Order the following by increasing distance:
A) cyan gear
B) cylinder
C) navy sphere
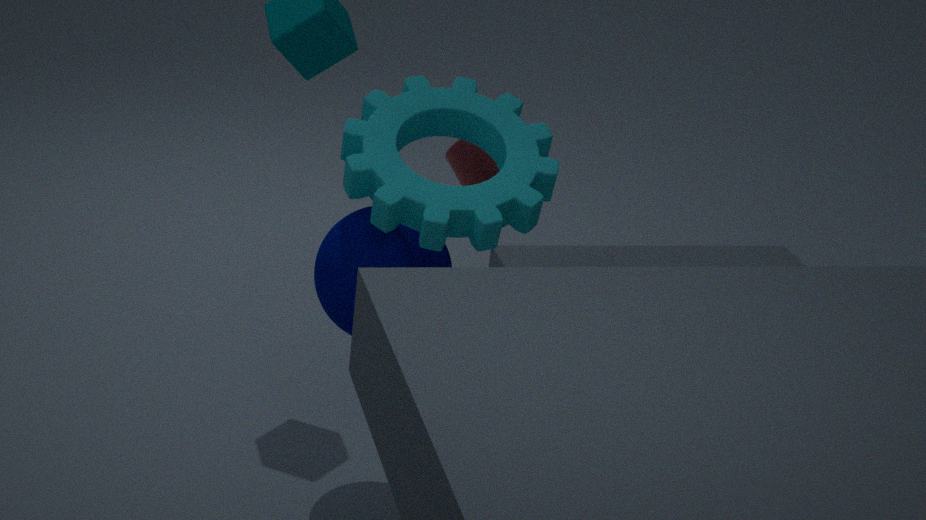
cyan gear, navy sphere, cylinder
